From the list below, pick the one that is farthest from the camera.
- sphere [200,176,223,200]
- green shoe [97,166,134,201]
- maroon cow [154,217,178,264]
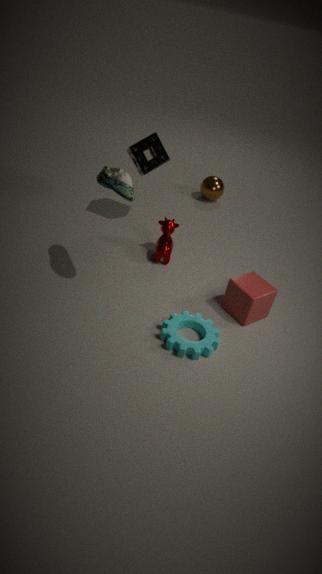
sphere [200,176,223,200]
